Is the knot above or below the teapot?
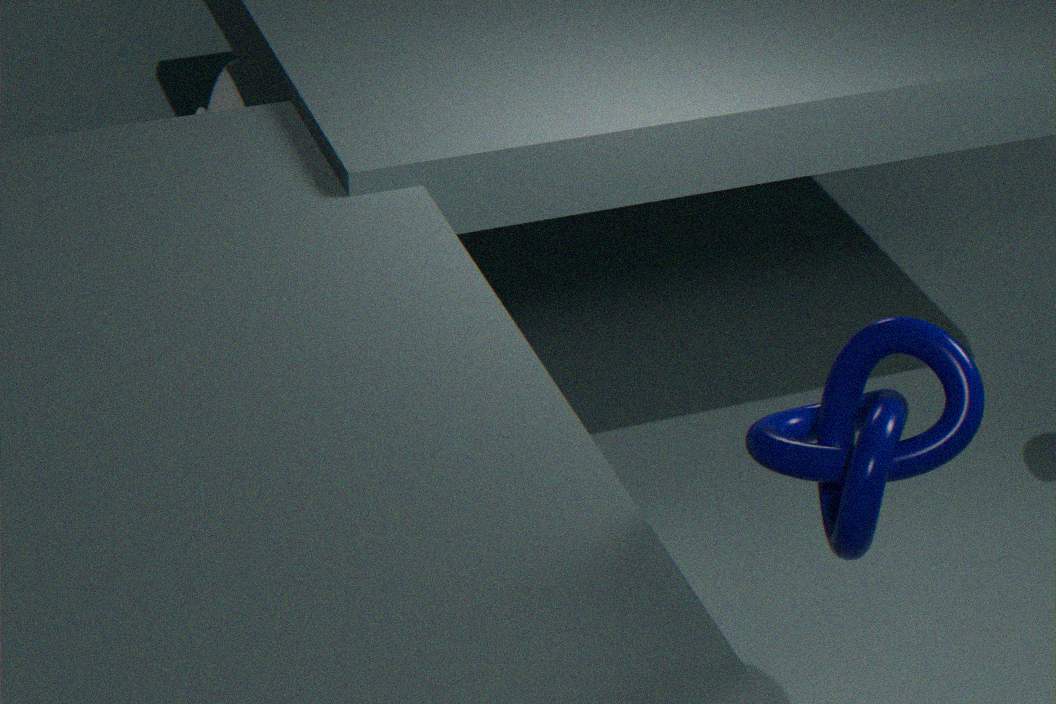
above
